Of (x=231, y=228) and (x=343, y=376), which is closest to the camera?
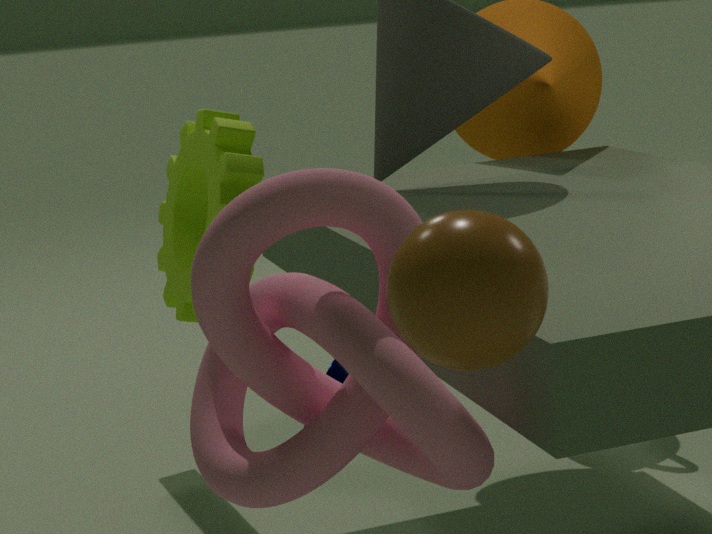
(x=231, y=228)
